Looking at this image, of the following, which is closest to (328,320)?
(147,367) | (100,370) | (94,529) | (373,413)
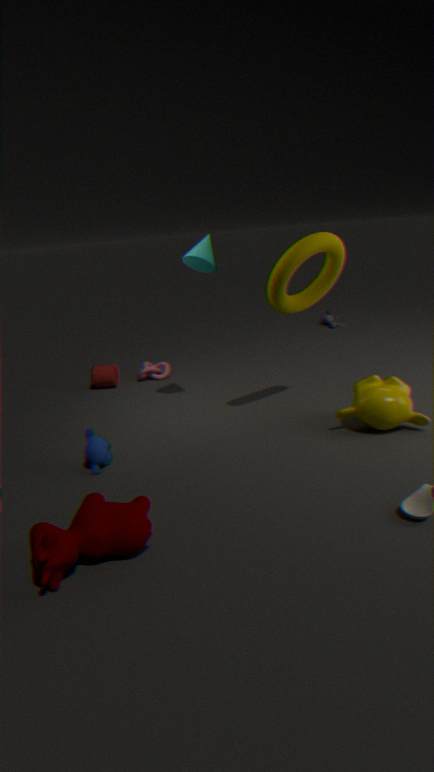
(147,367)
